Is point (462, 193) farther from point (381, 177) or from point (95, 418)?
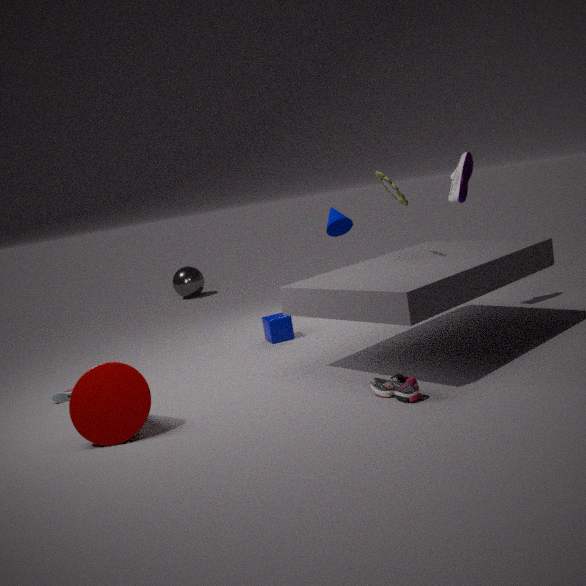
point (95, 418)
